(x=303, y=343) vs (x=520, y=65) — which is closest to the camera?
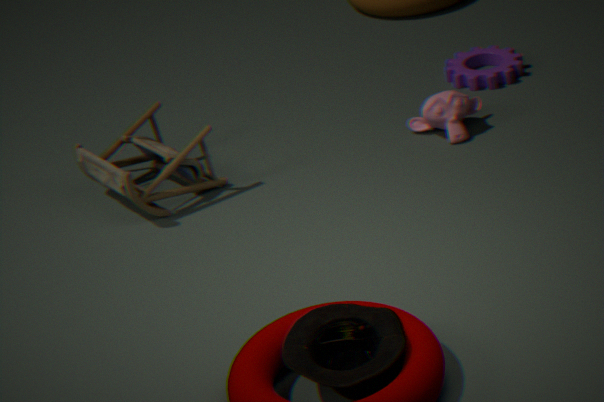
(x=303, y=343)
